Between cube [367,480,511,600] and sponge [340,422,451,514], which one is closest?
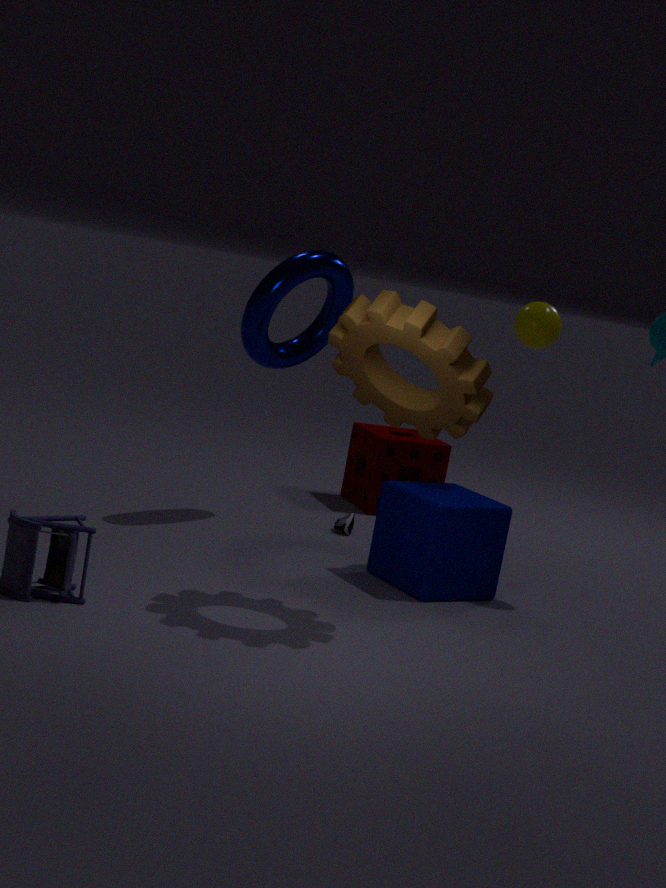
cube [367,480,511,600]
